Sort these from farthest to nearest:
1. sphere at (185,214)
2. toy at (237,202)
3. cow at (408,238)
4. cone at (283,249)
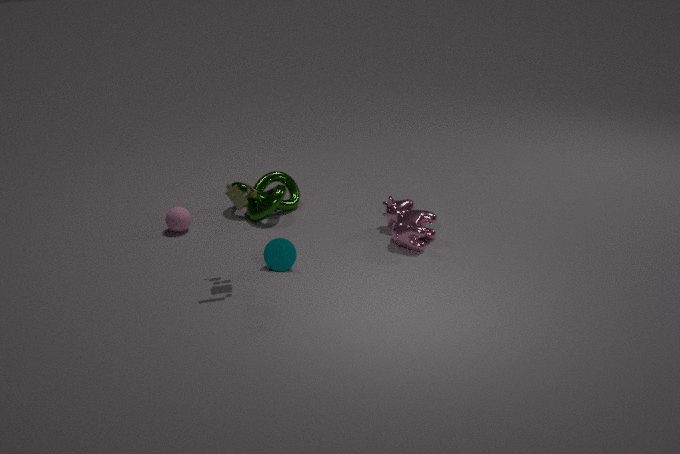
sphere at (185,214)
cow at (408,238)
cone at (283,249)
toy at (237,202)
